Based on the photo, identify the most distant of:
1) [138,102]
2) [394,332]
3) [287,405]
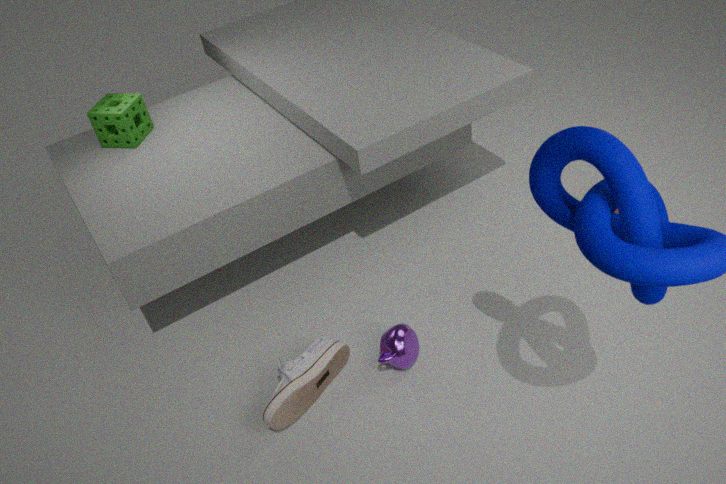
1. [138,102]
